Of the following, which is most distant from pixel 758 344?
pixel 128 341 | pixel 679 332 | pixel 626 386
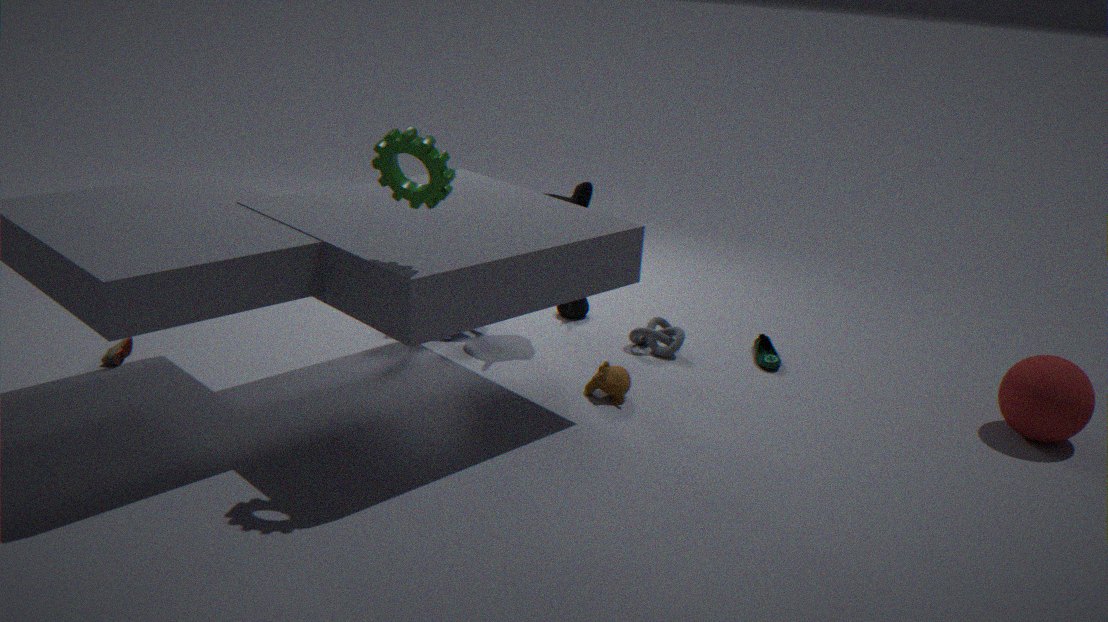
pixel 128 341
